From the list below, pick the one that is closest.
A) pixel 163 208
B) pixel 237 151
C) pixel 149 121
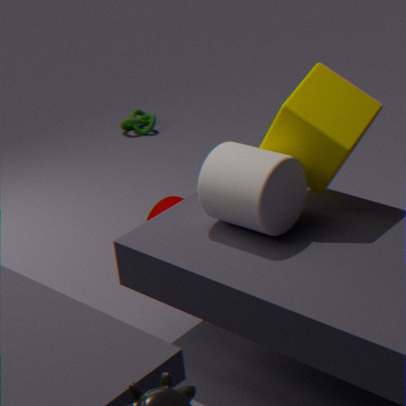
pixel 237 151
